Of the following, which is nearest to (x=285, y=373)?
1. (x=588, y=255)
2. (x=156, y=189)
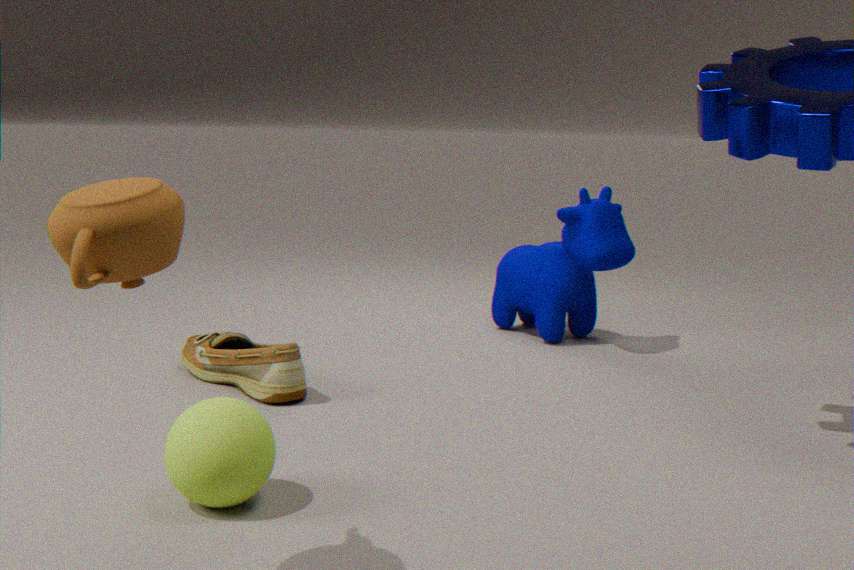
(x=588, y=255)
